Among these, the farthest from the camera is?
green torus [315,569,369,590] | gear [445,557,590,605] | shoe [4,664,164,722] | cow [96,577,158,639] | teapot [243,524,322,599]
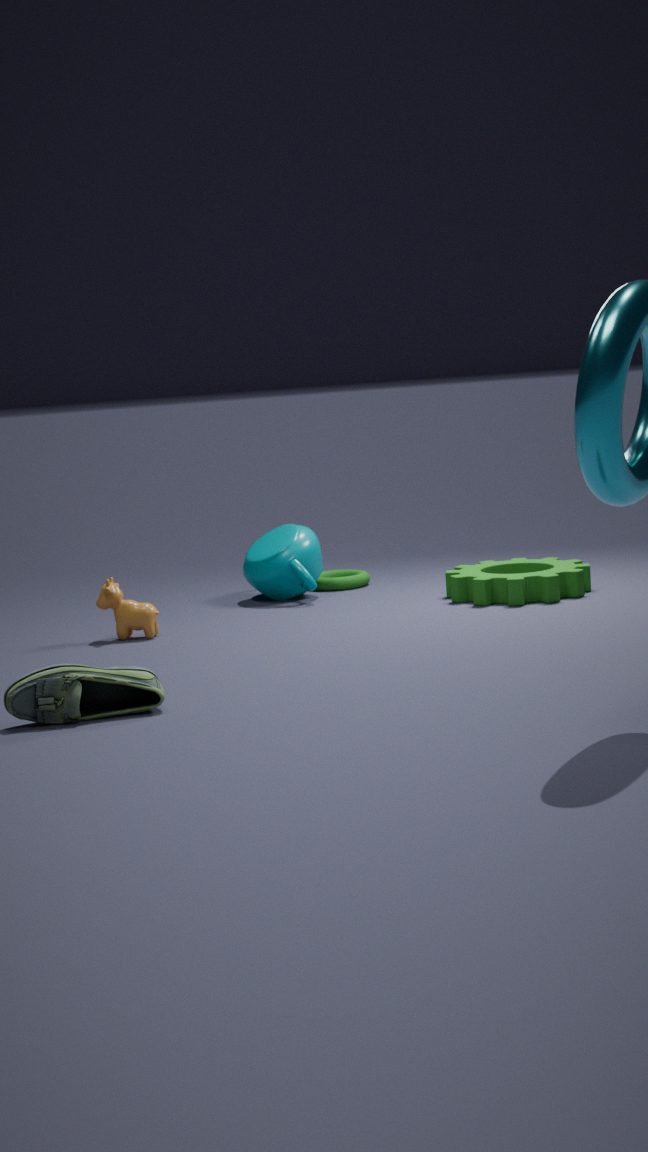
green torus [315,569,369,590]
